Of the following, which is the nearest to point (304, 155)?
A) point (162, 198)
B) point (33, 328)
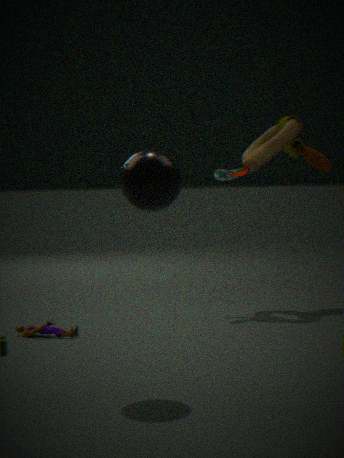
point (33, 328)
